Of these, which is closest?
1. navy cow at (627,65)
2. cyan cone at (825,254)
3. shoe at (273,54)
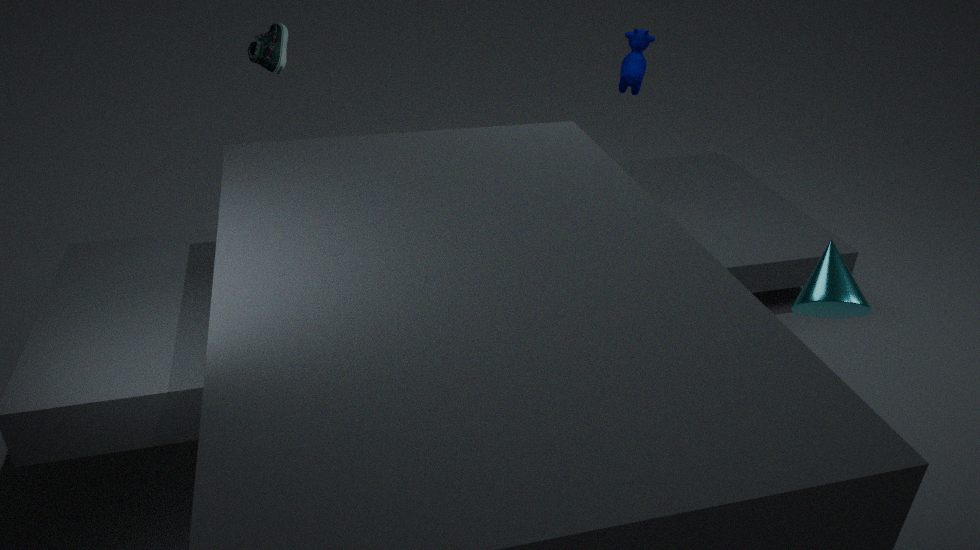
cyan cone at (825,254)
